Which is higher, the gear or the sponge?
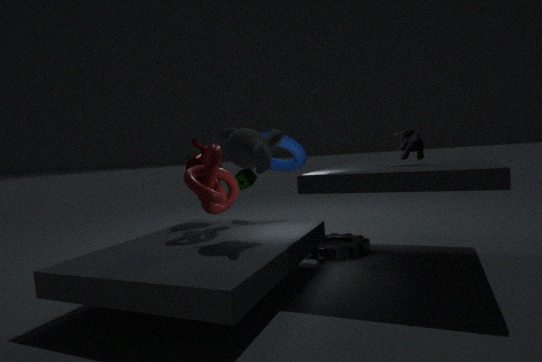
the sponge
